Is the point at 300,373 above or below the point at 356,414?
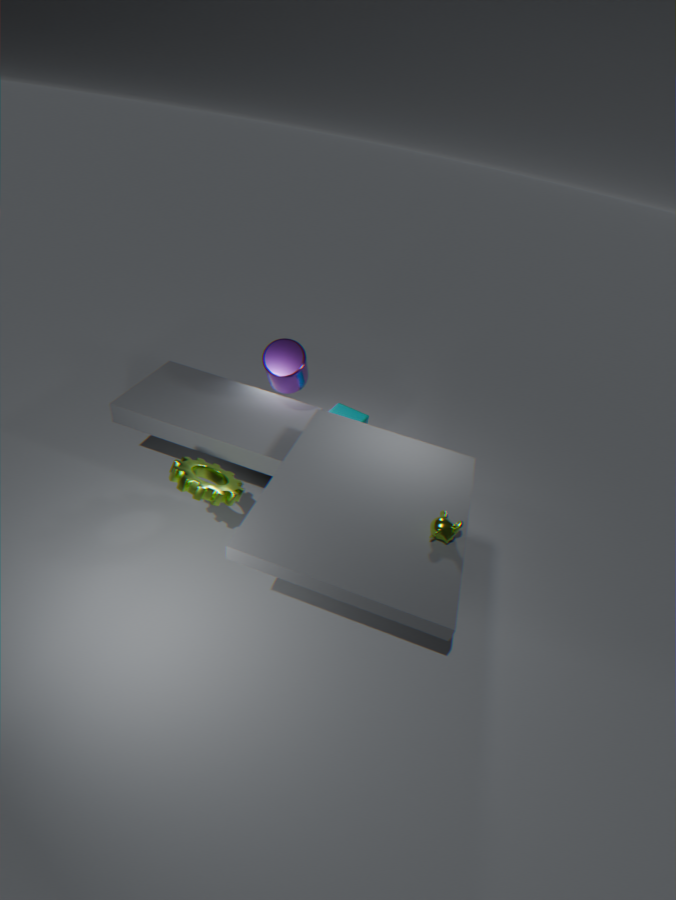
above
